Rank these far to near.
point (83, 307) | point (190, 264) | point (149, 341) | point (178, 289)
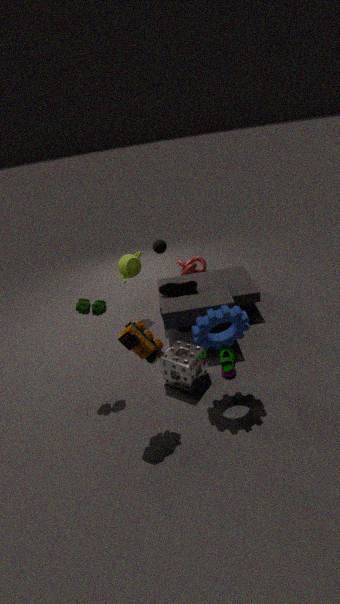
1. point (190, 264)
2. point (178, 289)
3. point (83, 307)
4. point (149, 341)
